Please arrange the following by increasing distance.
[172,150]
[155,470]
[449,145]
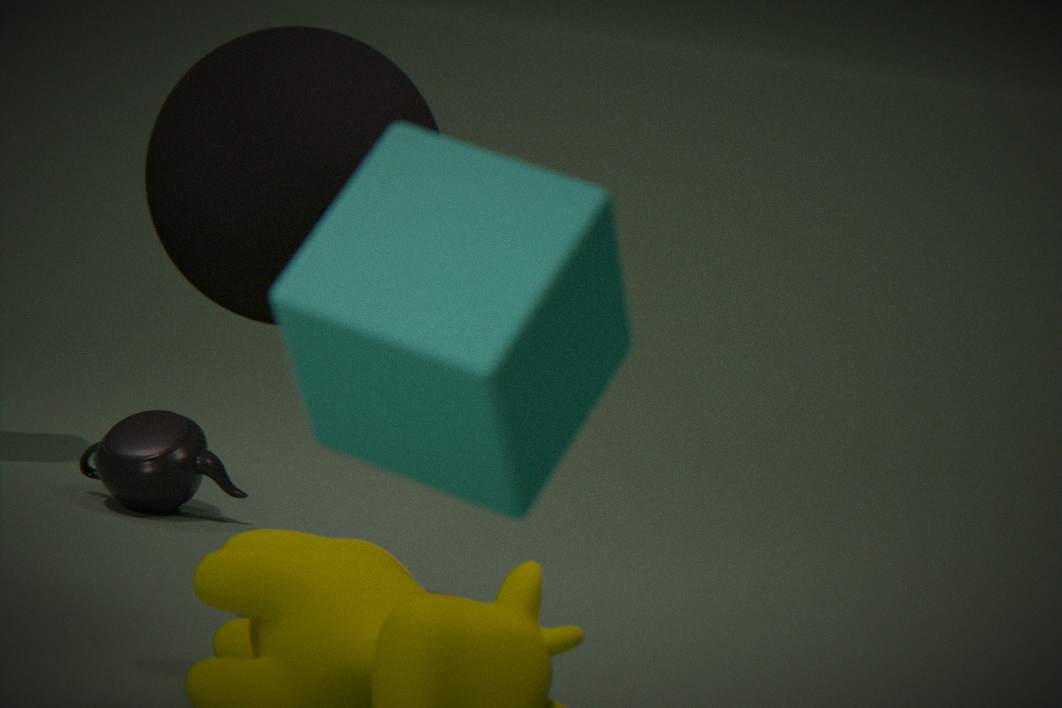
[449,145] < [172,150] < [155,470]
